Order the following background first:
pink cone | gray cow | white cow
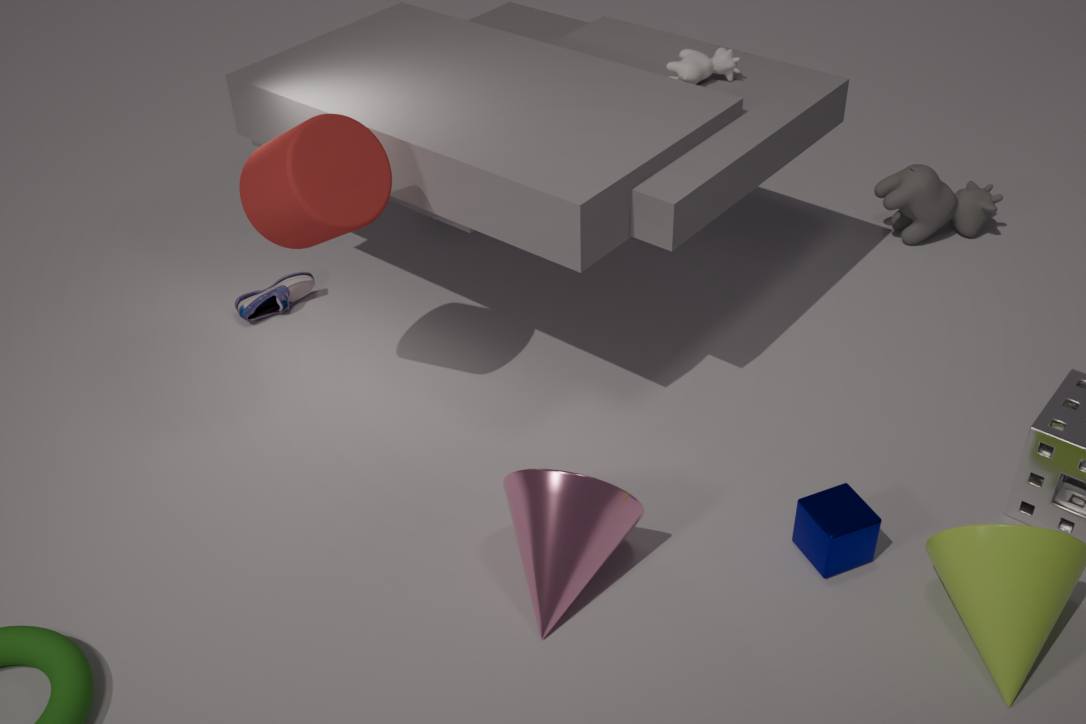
gray cow < white cow < pink cone
